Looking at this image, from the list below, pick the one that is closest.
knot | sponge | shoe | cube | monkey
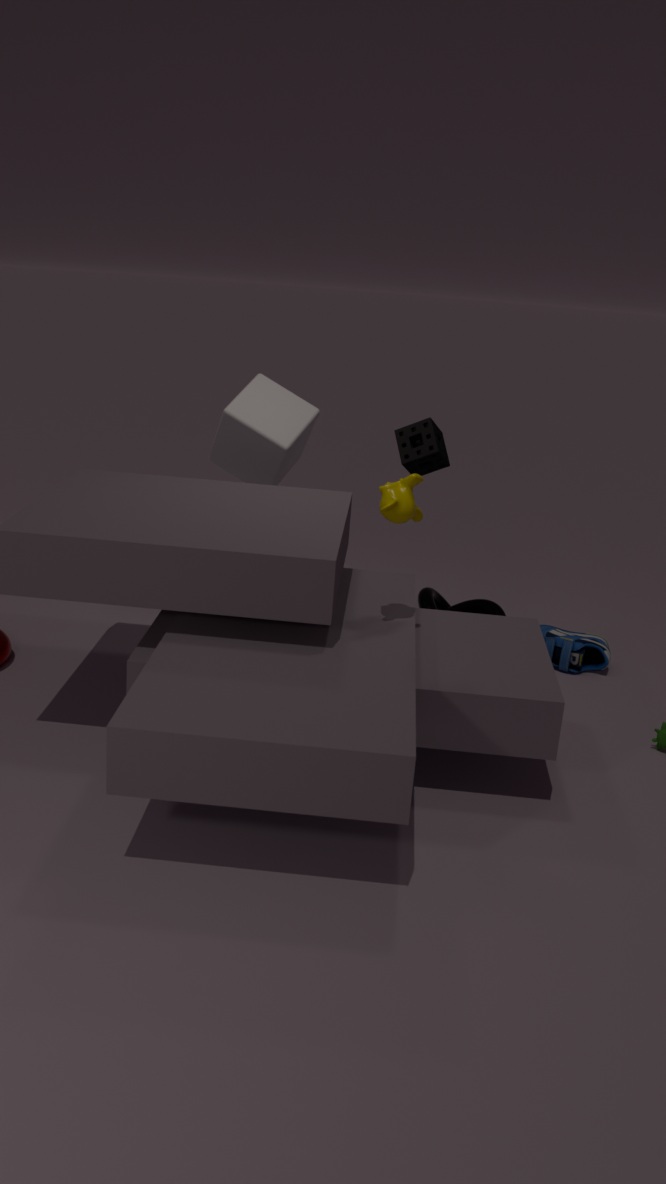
monkey
